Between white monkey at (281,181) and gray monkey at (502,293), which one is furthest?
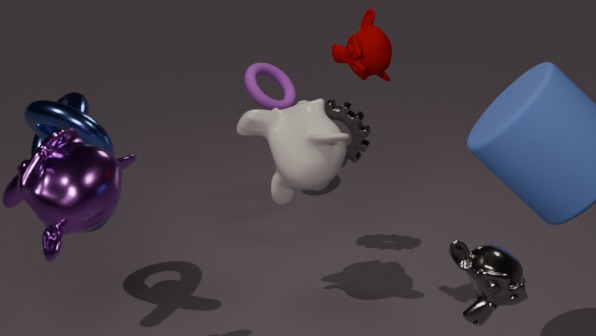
white monkey at (281,181)
